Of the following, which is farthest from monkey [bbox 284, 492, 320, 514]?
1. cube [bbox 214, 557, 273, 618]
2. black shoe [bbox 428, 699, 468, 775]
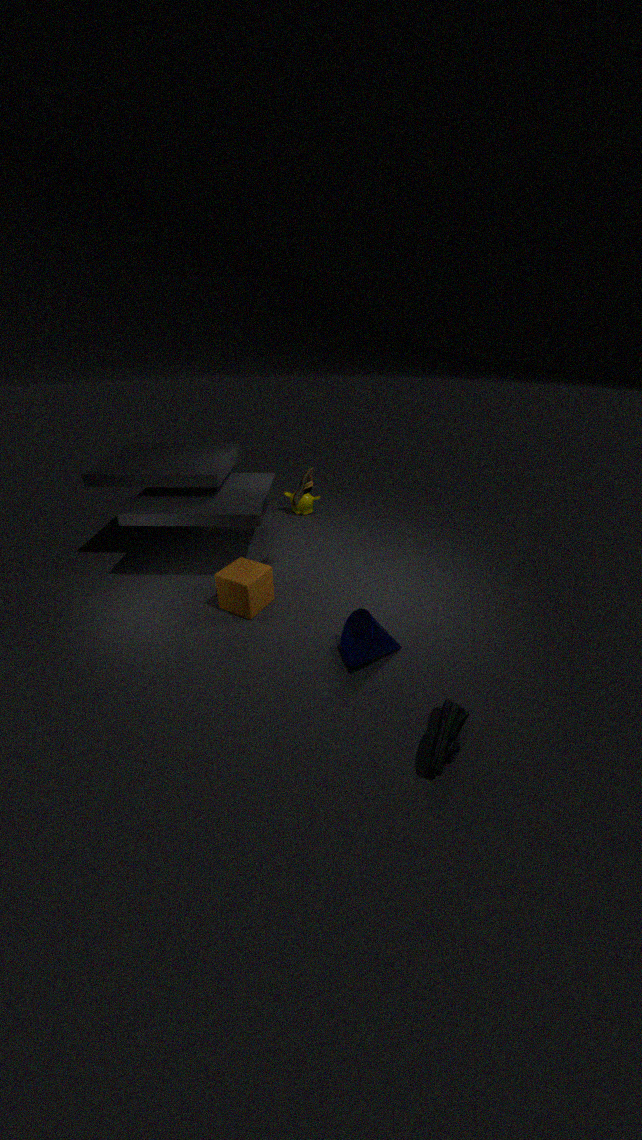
black shoe [bbox 428, 699, 468, 775]
